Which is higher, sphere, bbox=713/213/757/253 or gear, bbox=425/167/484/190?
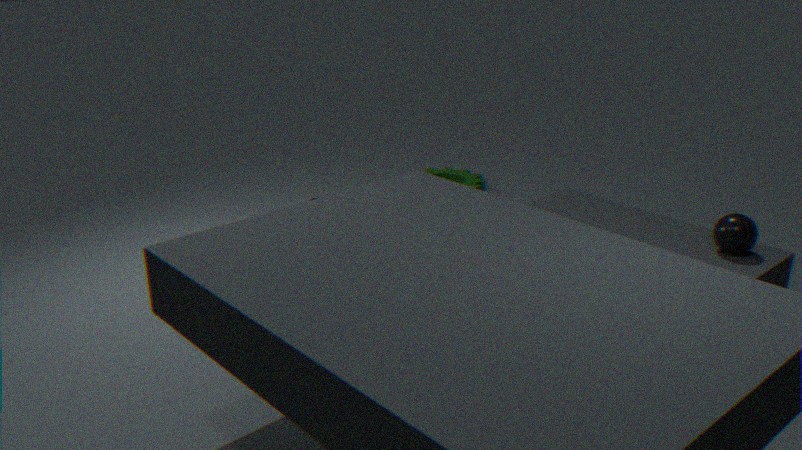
sphere, bbox=713/213/757/253
